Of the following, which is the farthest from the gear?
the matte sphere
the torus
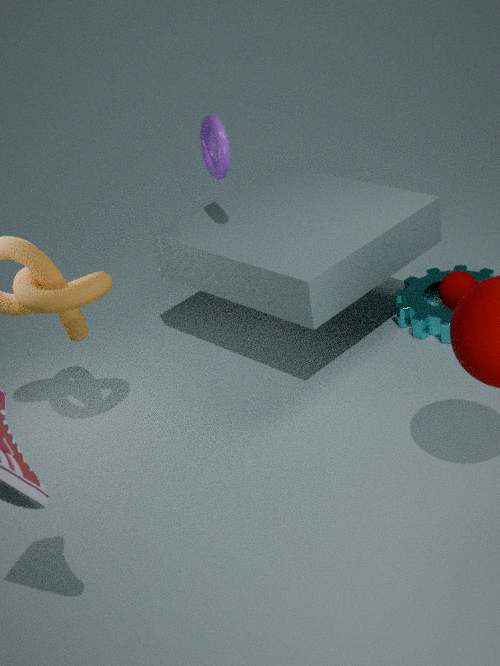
the torus
